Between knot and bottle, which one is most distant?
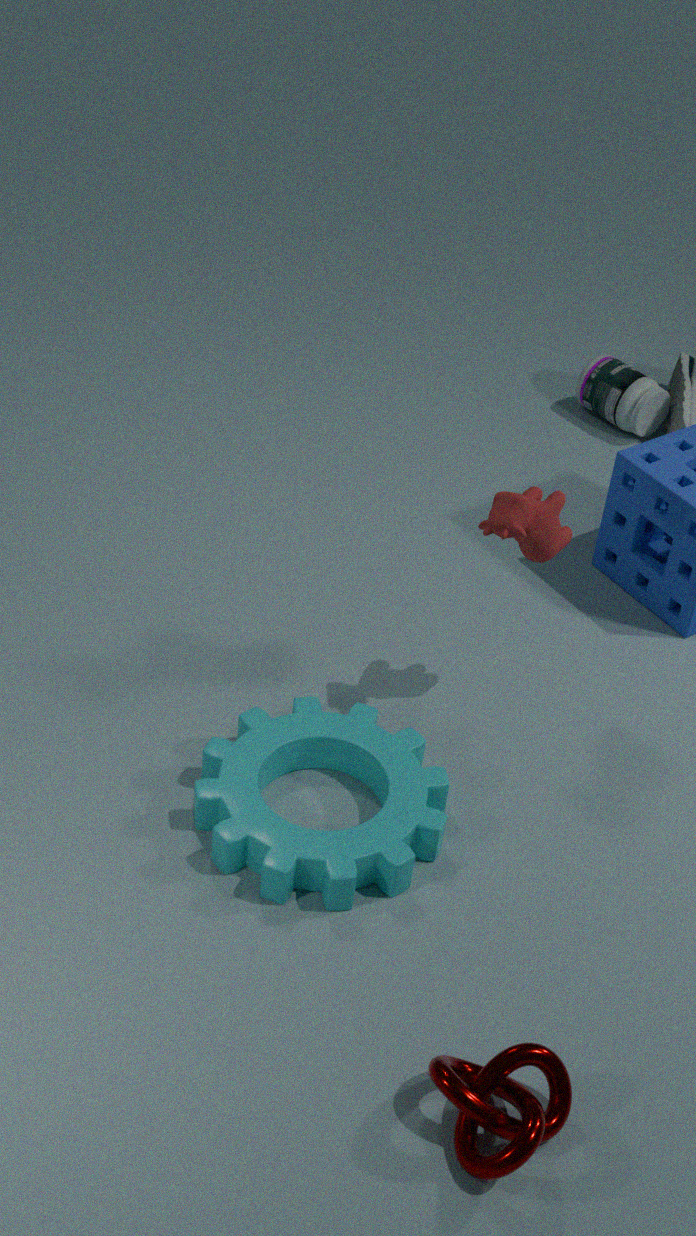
bottle
